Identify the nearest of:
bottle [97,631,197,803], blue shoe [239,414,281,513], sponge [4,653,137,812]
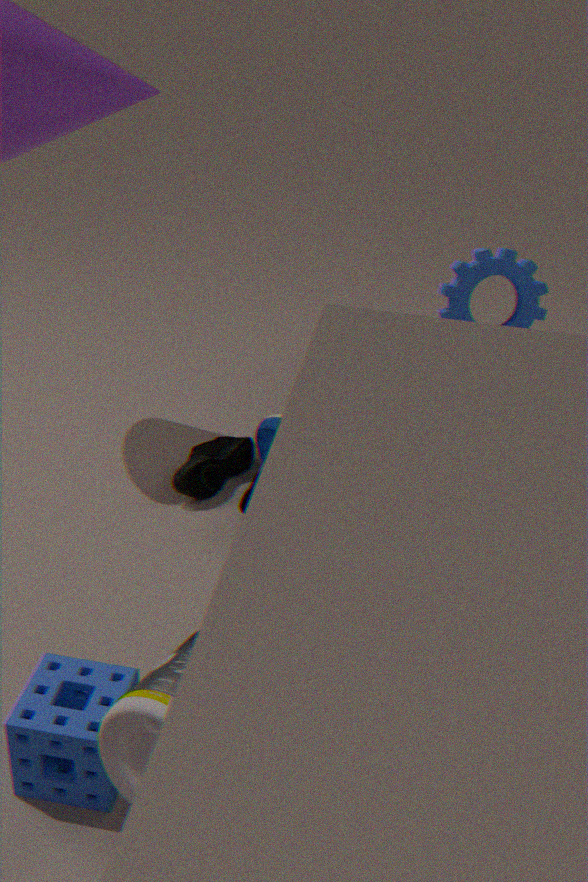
bottle [97,631,197,803]
